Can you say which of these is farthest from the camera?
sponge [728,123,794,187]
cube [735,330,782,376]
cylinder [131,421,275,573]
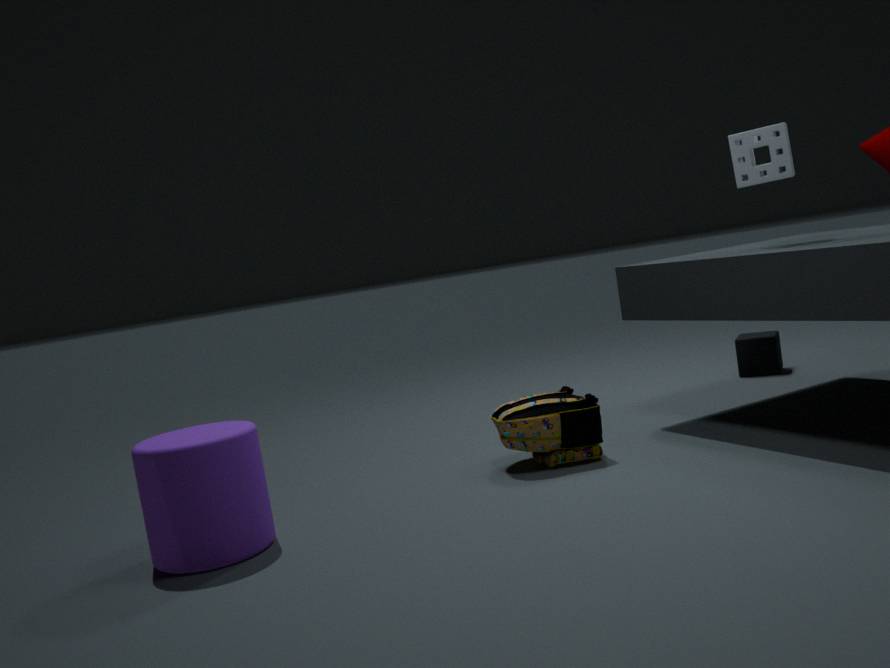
cube [735,330,782,376]
